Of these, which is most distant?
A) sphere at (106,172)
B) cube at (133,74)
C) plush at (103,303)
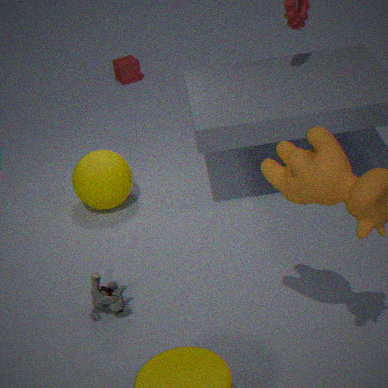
cube at (133,74)
